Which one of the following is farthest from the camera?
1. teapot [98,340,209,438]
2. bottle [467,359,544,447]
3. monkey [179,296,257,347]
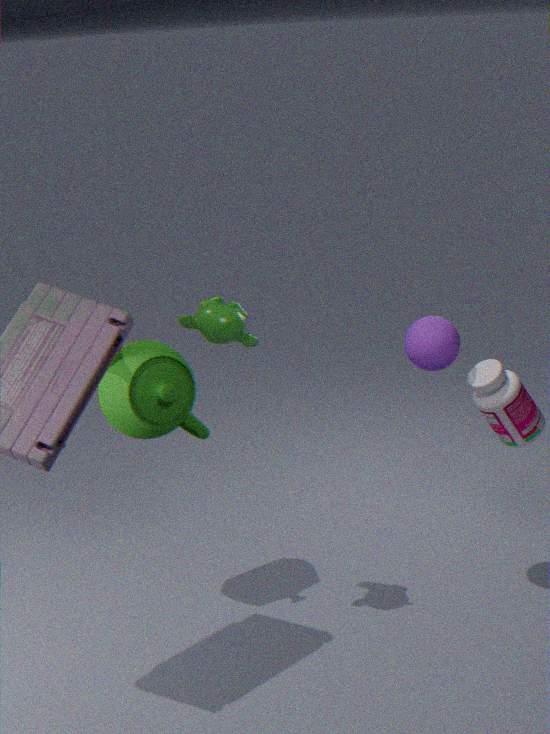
teapot [98,340,209,438]
